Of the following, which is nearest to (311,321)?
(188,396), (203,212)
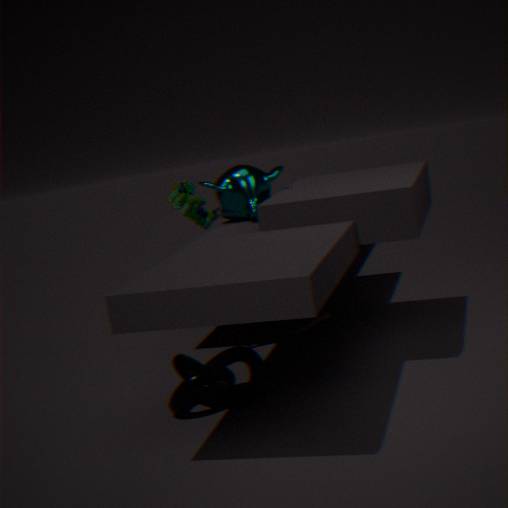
(188,396)
